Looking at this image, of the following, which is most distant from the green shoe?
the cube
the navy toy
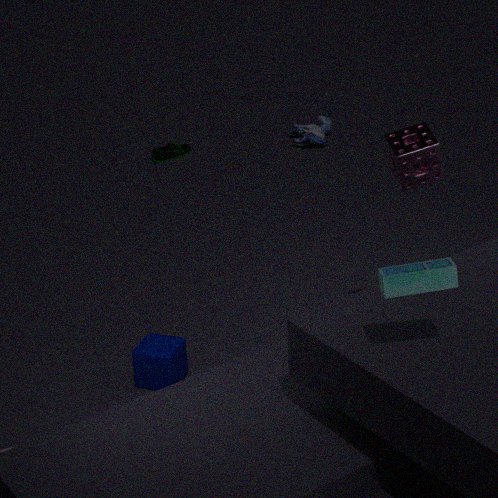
the cube
